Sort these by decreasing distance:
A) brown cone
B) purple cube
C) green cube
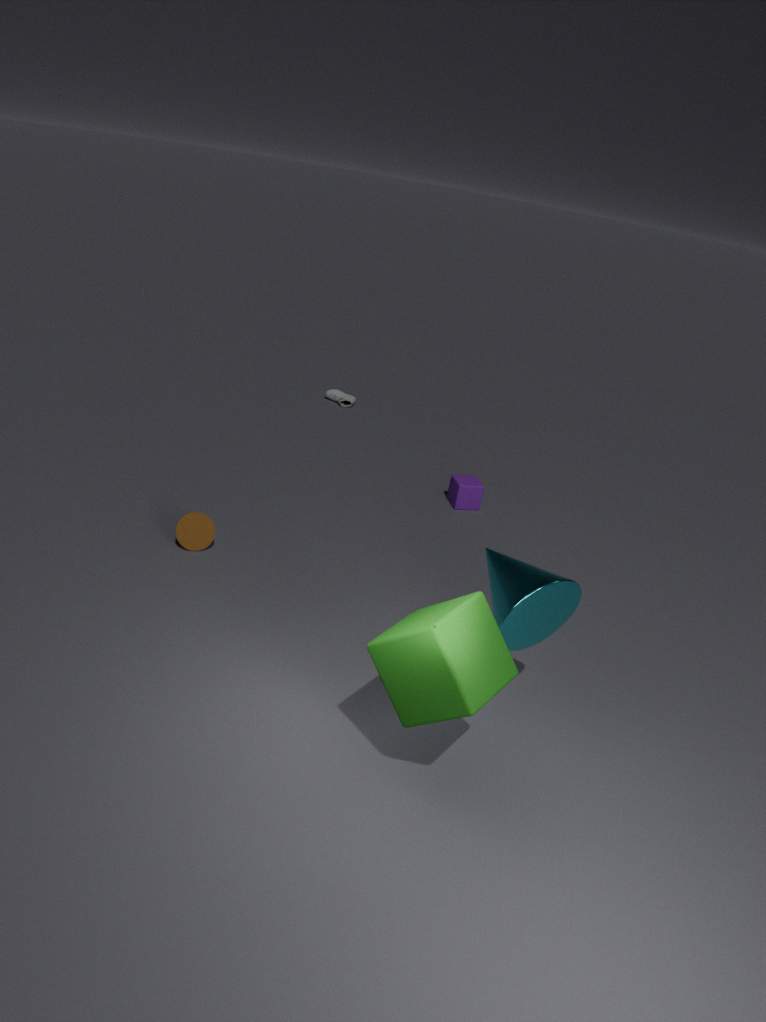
1. purple cube
2. brown cone
3. green cube
